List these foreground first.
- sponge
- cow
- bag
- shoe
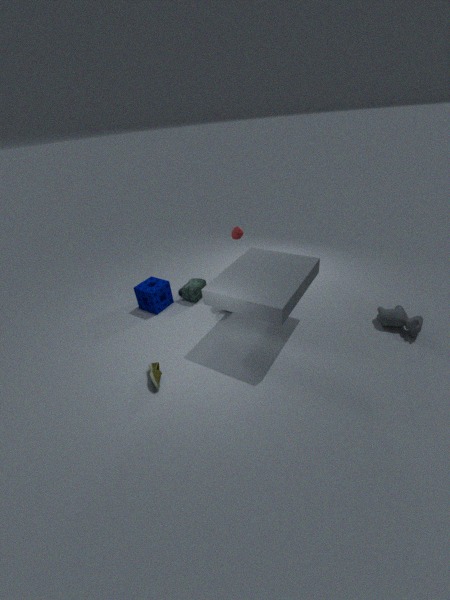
shoe → cow → sponge → bag
